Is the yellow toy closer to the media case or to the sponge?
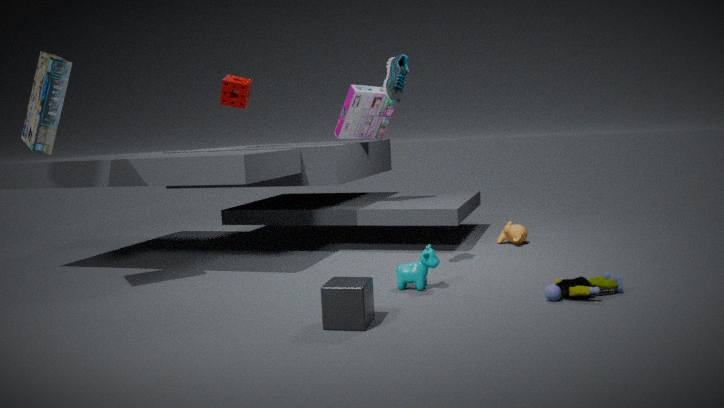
the media case
